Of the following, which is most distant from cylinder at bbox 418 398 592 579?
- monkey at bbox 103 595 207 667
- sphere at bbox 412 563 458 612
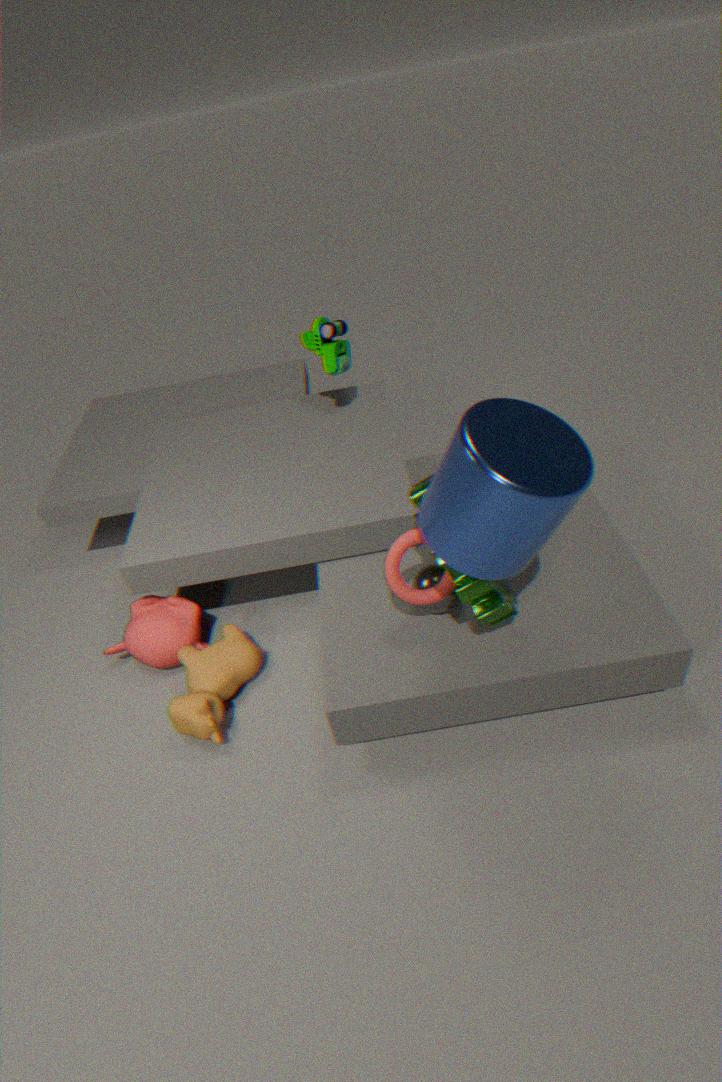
monkey at bbox 103 595 207 667
